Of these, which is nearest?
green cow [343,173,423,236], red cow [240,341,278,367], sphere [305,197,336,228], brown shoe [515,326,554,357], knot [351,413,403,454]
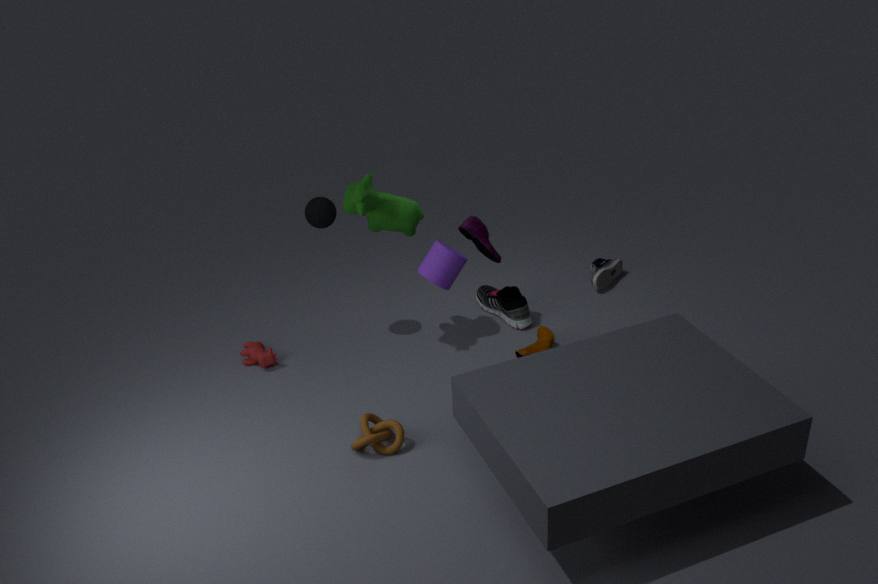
knot [351,413,403,454]
